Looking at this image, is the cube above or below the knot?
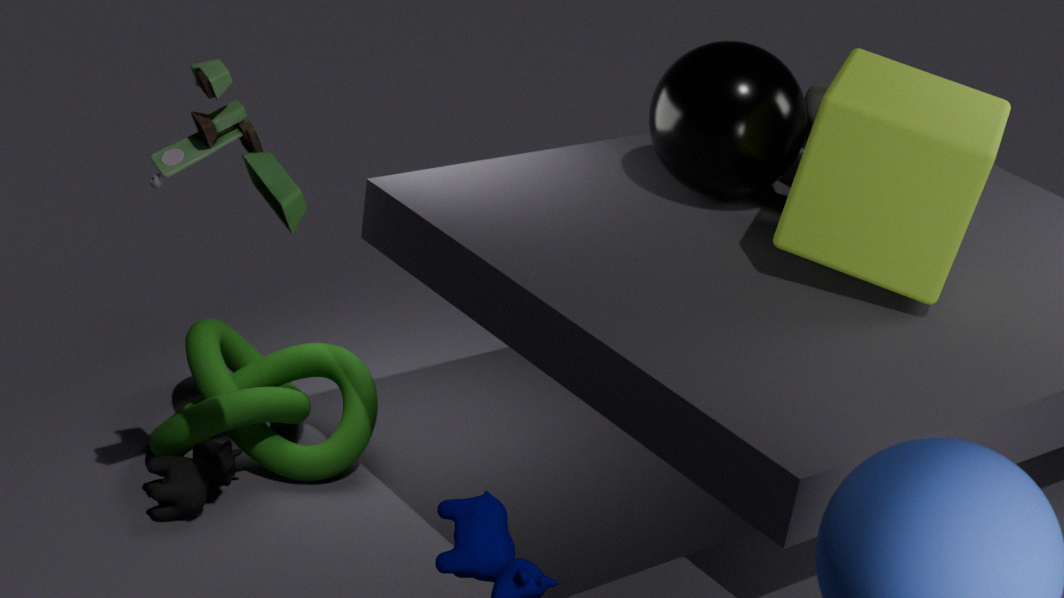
above
